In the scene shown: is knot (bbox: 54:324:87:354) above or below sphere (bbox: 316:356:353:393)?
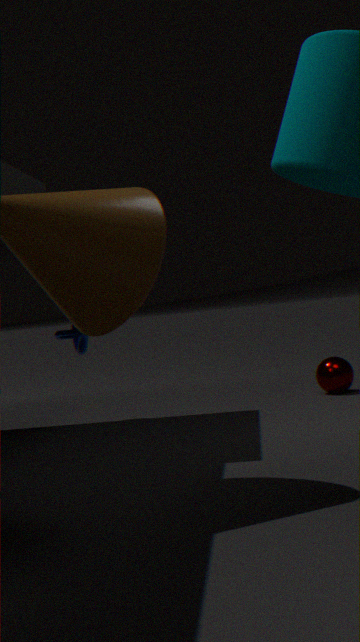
above
